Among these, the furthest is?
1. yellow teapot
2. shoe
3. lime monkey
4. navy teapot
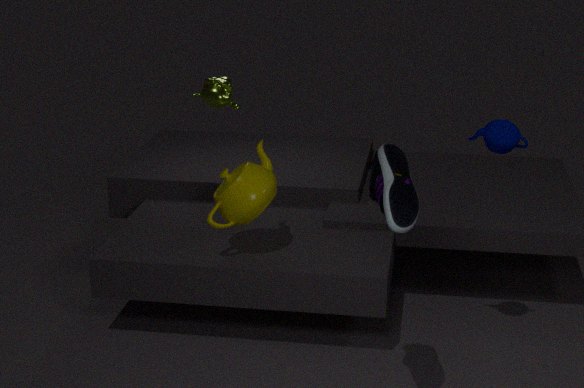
lime monkey
